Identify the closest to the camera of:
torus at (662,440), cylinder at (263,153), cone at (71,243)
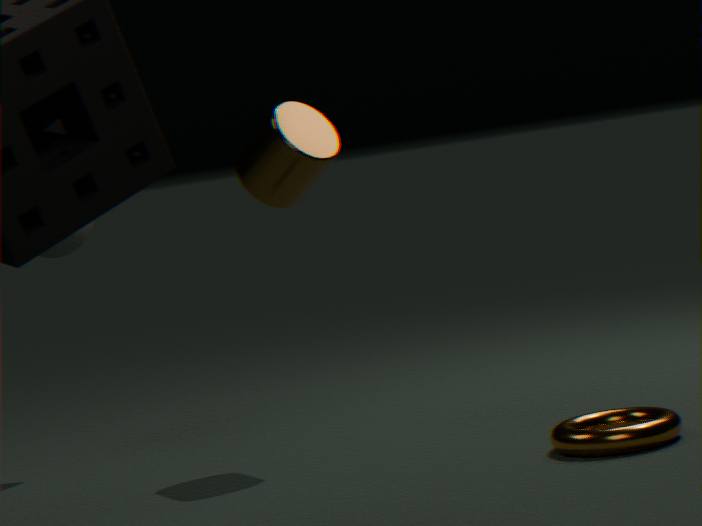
torus at (662,440)
